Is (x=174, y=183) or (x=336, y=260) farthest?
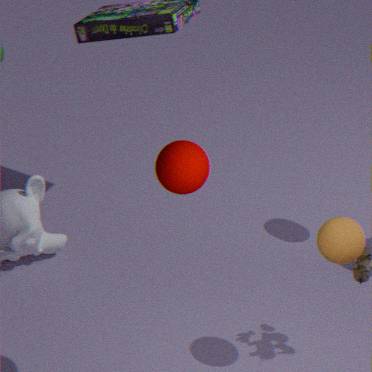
(x=336, y=260)
